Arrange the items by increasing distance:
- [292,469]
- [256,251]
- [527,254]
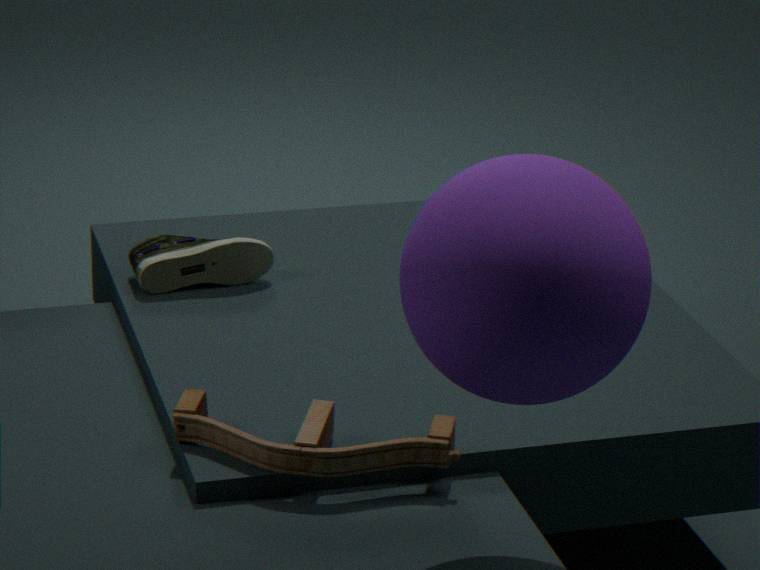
1. [527,254]
2. [292,469]
3. [256,251]
